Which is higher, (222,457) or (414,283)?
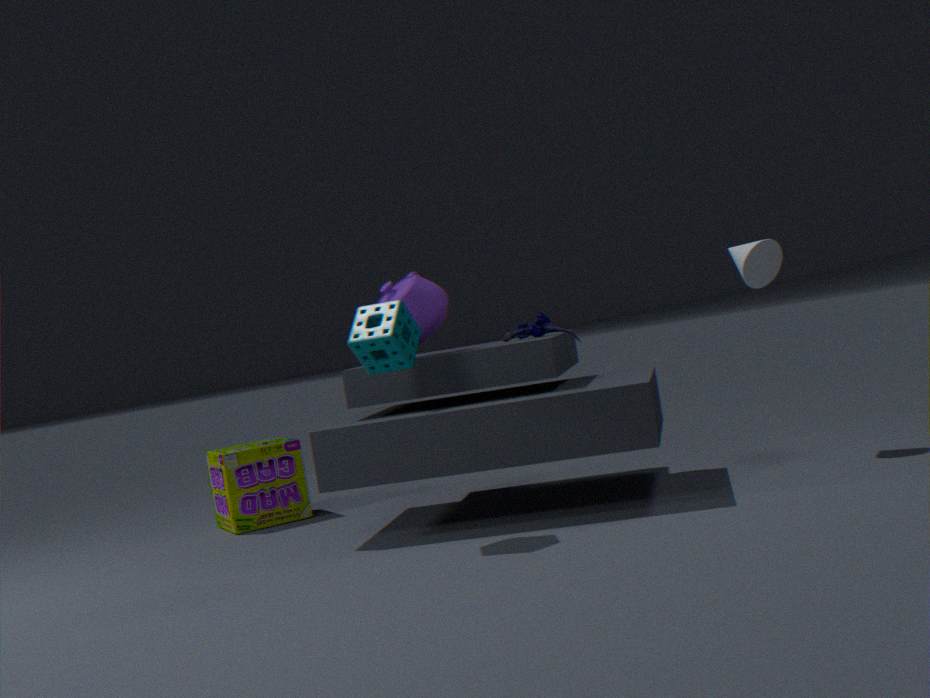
(414,283)
